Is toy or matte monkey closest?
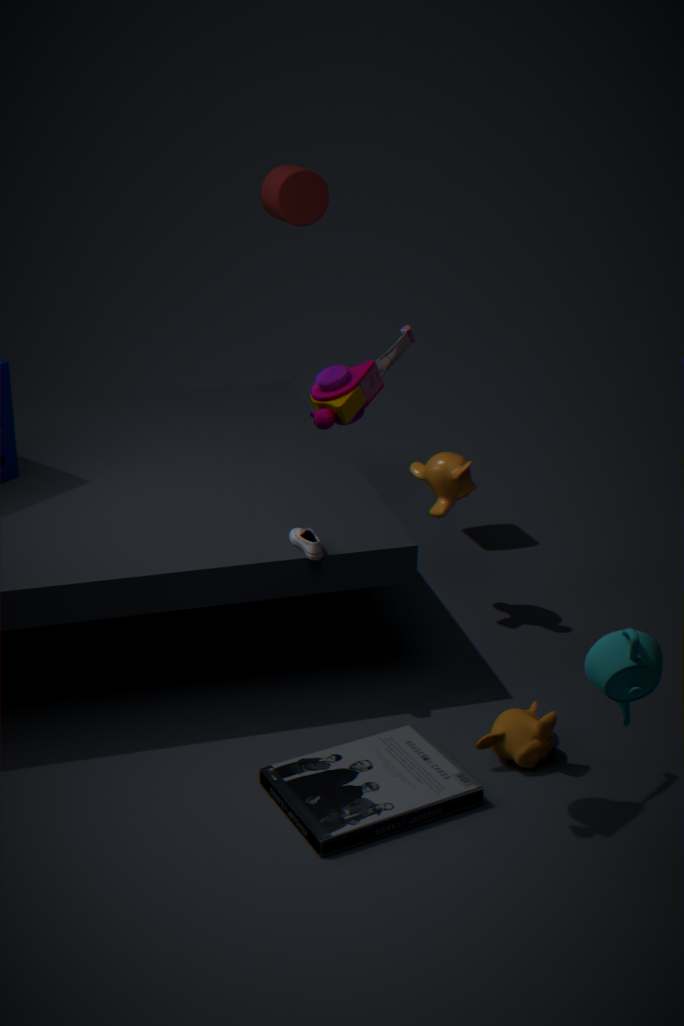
toy
